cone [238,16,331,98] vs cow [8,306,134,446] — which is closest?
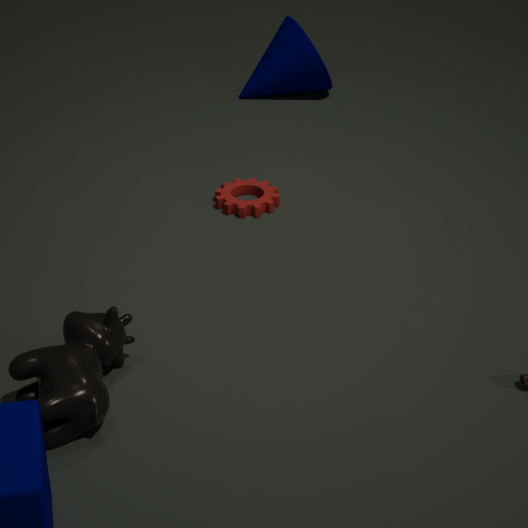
cow [8,306,134,446]
